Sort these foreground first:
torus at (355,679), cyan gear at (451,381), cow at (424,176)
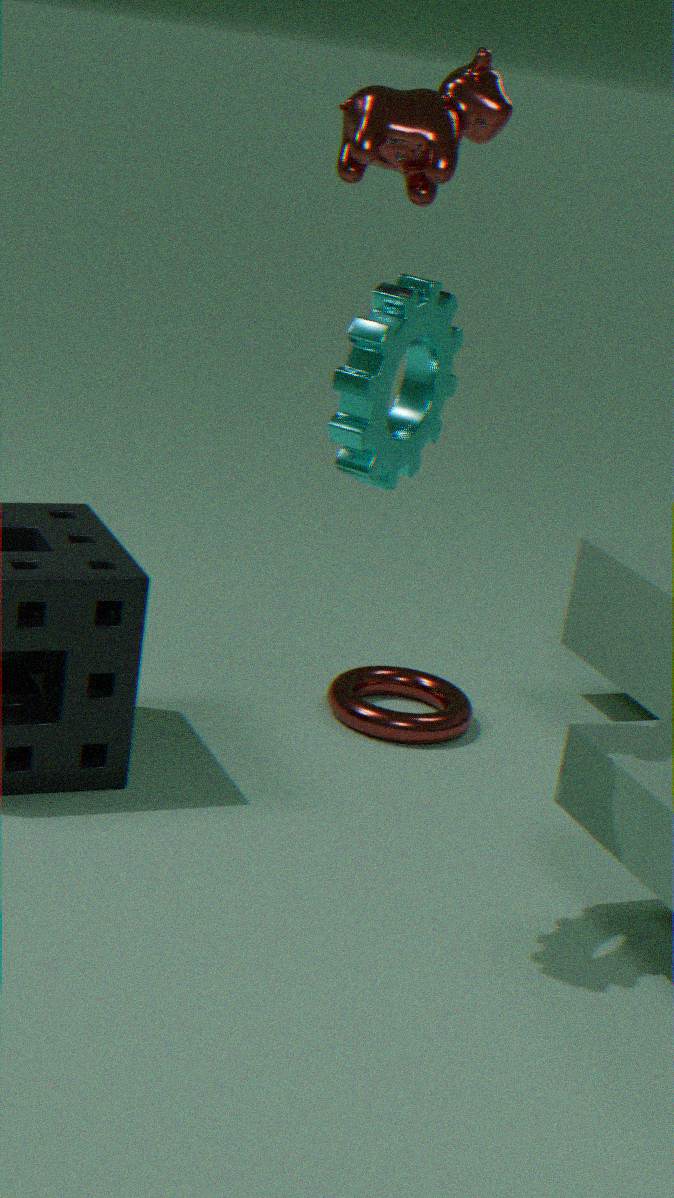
cyan gear at (451,381)
cow at (424,176)
torus at (355,679)
